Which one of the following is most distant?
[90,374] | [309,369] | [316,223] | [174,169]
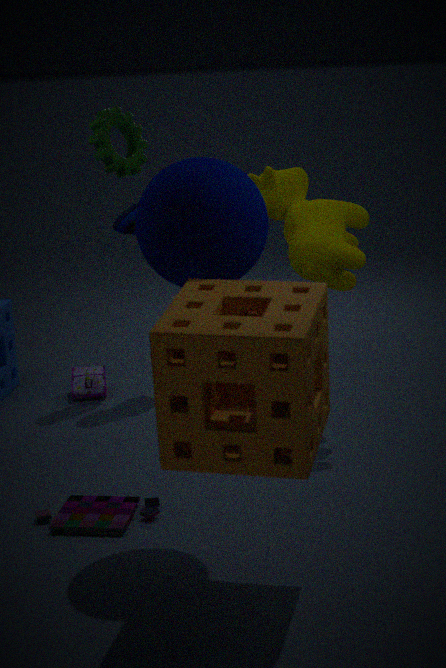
[90,374]
